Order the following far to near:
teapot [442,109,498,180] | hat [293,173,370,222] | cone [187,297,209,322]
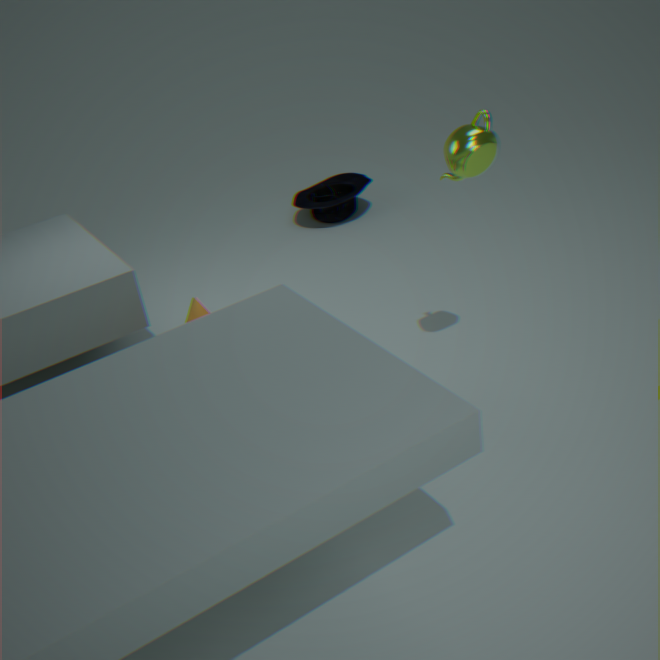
hat [293,173,370,222]
cone [187,297,209,322]
teapot [442,109,498,180]
